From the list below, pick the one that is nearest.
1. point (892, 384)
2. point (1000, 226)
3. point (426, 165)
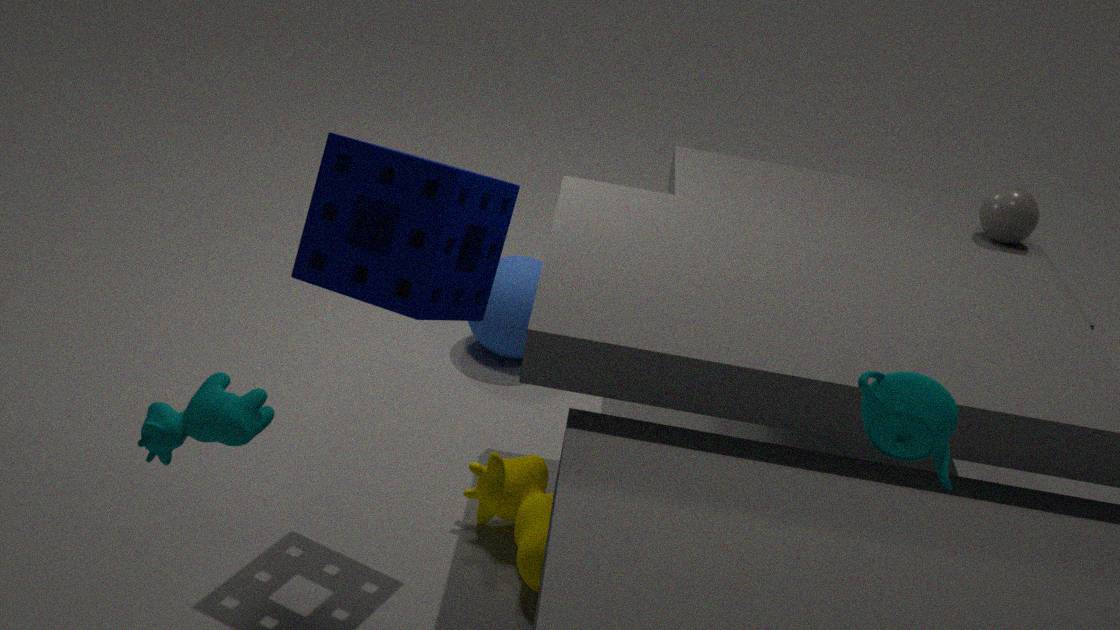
point (892, 384)
